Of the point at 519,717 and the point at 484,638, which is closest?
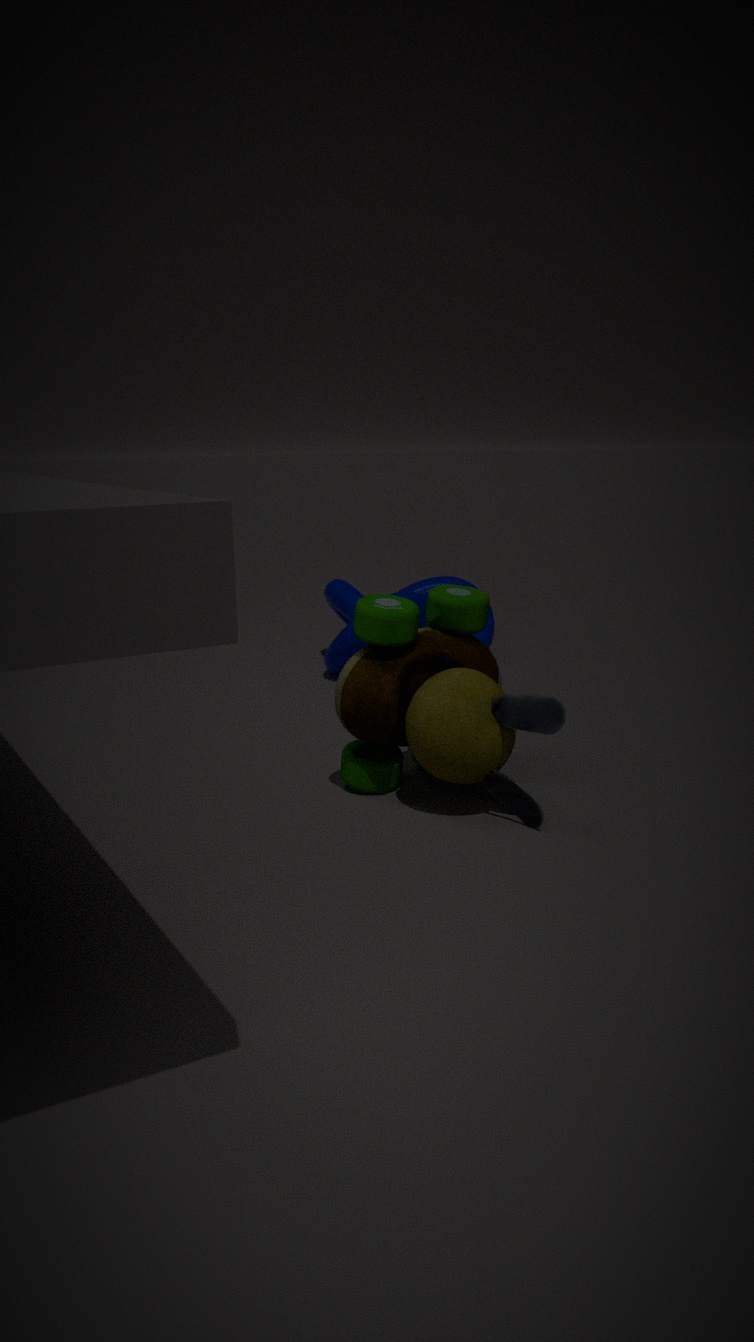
the point at 519,717
